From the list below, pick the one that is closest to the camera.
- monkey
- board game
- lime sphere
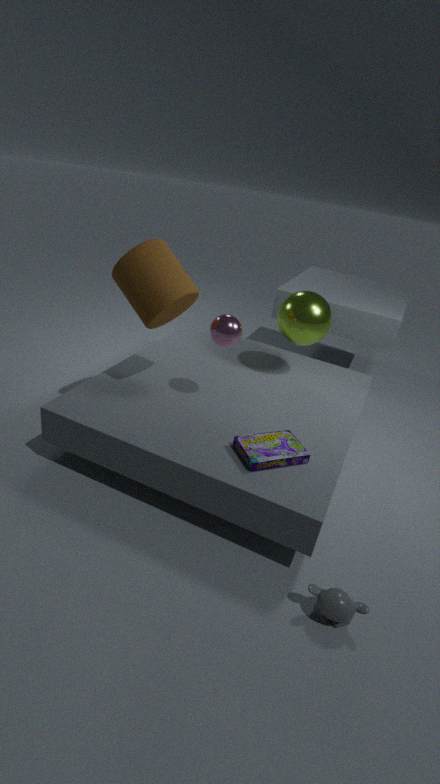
monkey
